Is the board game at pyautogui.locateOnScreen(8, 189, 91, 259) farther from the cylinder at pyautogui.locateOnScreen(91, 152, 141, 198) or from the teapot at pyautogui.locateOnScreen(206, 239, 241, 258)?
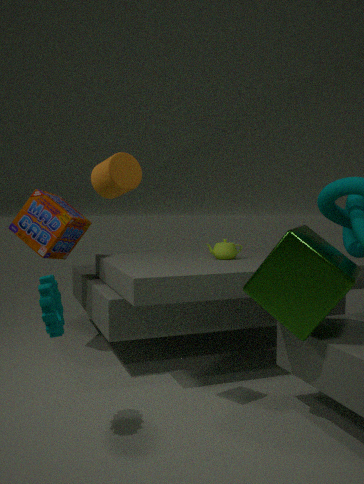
the cylinder at pyautogui.locateOnScreen(91, 152, 141, 198)
